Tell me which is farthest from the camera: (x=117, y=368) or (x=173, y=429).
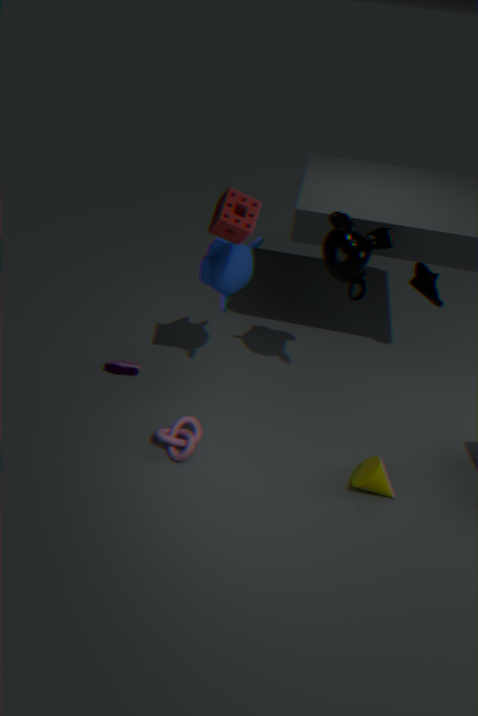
(x=117, y=368)
